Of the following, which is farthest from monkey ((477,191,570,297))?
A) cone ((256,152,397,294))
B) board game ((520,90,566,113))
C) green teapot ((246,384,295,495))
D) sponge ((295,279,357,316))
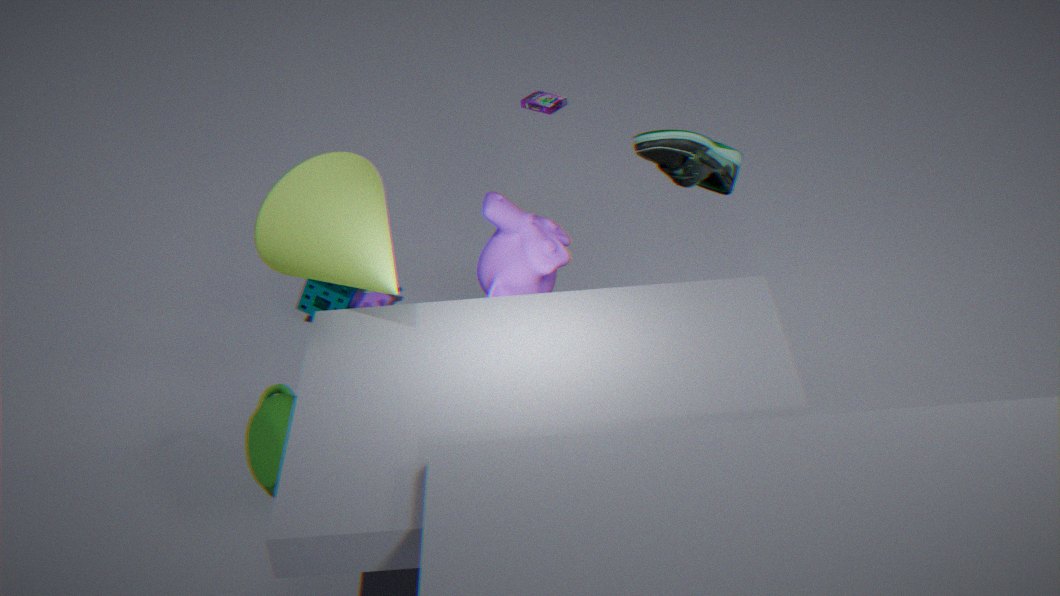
board game ((520,90,566,113))
